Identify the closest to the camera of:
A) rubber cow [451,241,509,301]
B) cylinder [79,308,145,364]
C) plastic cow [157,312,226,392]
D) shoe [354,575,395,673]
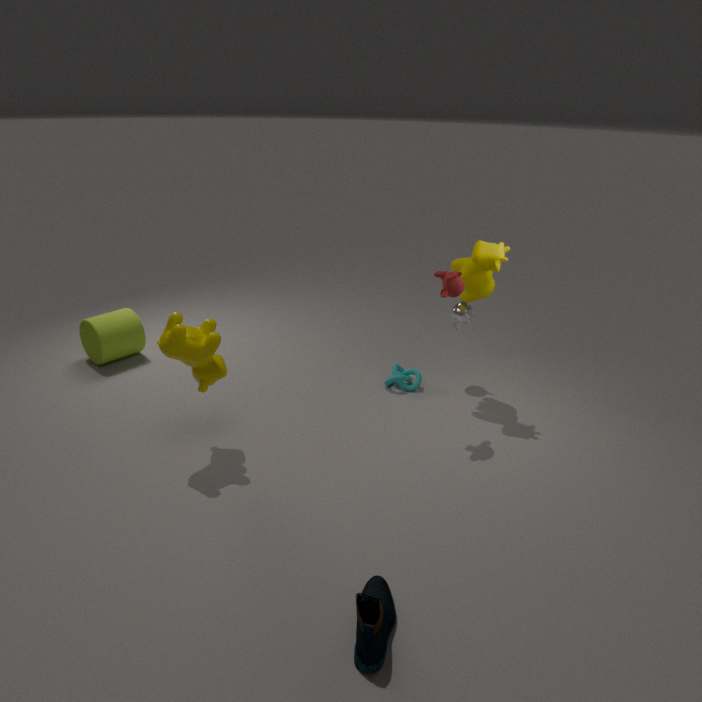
shoe [354,575,395,673]
